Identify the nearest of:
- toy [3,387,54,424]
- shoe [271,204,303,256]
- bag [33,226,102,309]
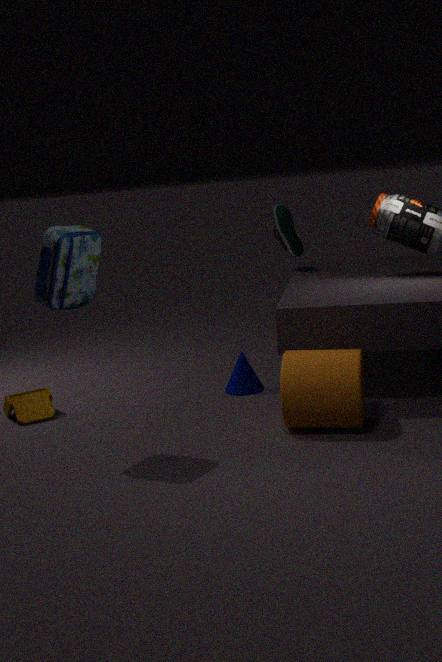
bag [33,226,102,309]
